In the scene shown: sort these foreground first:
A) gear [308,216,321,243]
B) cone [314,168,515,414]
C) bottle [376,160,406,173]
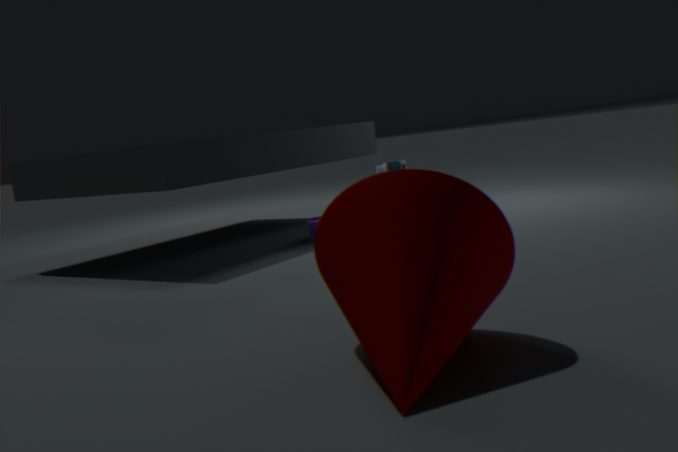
cone [314,168,515,414] → gear [308,216,321,243] → bottle [376,160,406,173]
